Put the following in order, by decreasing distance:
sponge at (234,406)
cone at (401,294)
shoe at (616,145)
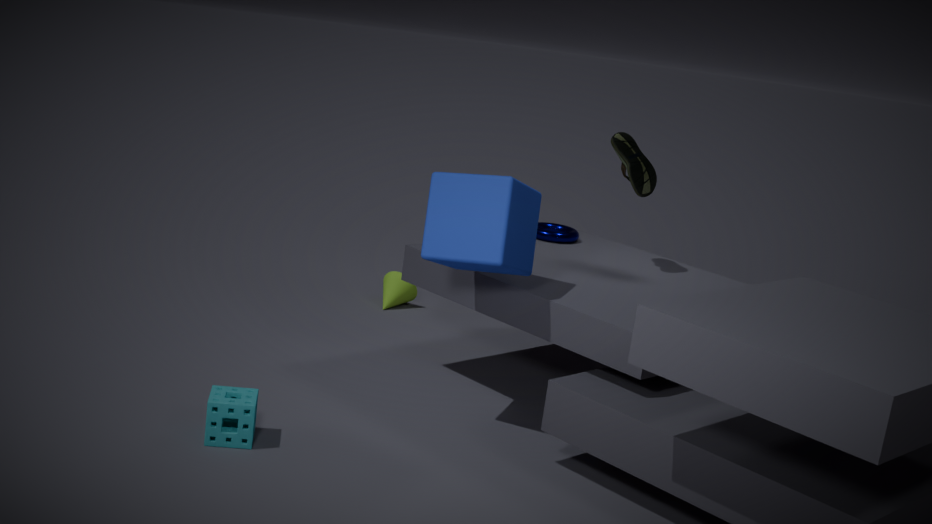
1. cone at (401,294)
2. shoe at (616,145)
3. sponge at (234,406)
